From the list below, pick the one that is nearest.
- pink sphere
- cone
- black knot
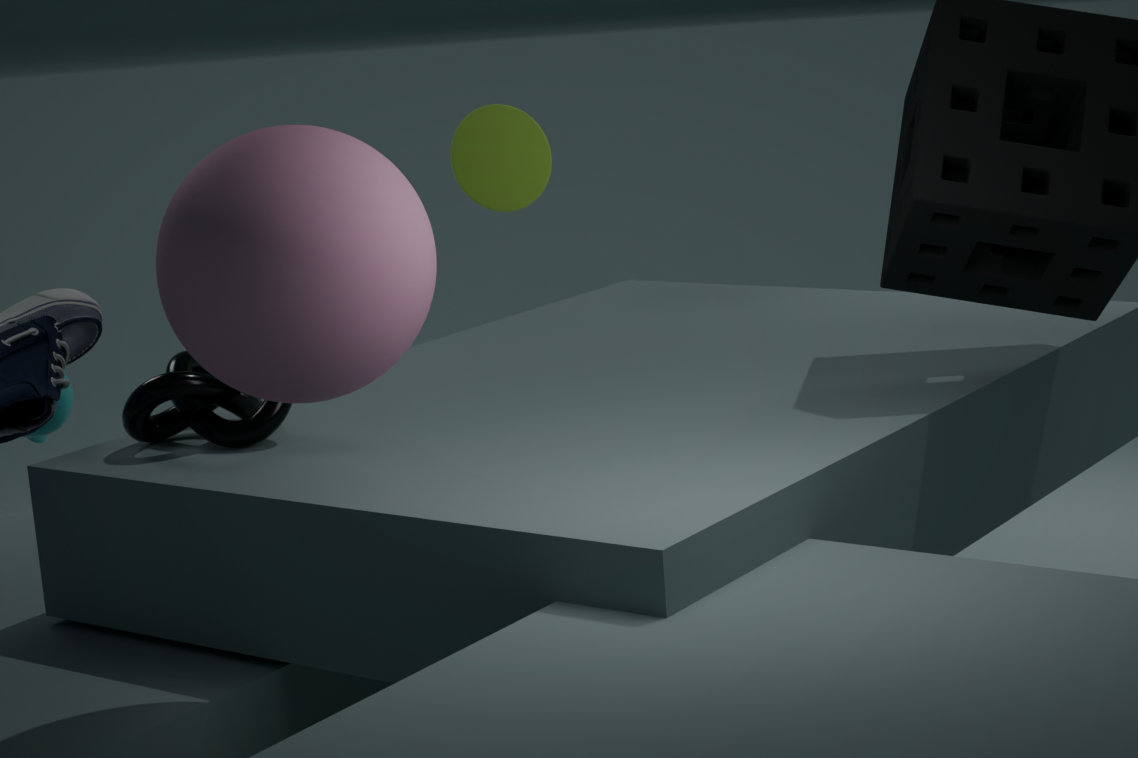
pink sphere
